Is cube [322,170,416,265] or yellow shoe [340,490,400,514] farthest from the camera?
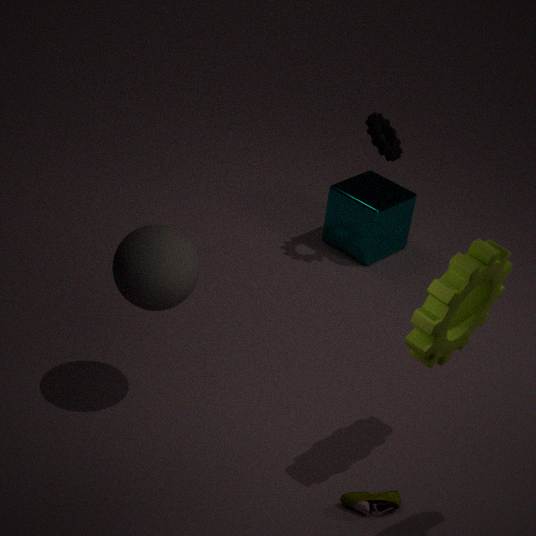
cube [322,170,416,265]
